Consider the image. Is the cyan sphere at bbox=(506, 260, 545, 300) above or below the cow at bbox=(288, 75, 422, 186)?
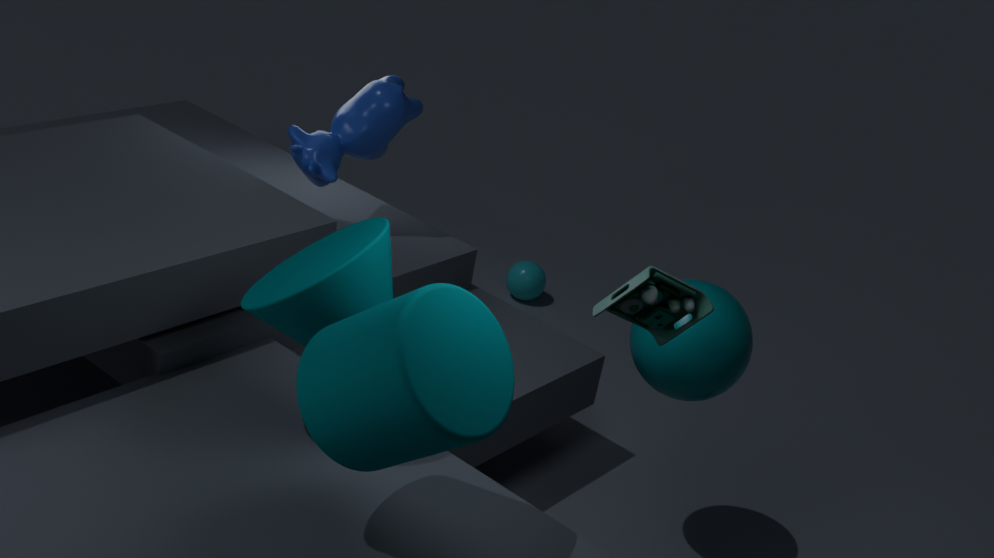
below
